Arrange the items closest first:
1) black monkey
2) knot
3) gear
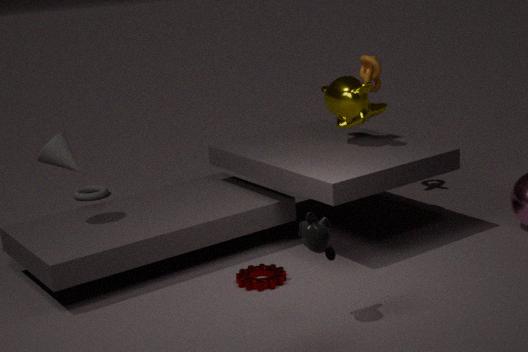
1. black monkey
3. gear
2. knot
